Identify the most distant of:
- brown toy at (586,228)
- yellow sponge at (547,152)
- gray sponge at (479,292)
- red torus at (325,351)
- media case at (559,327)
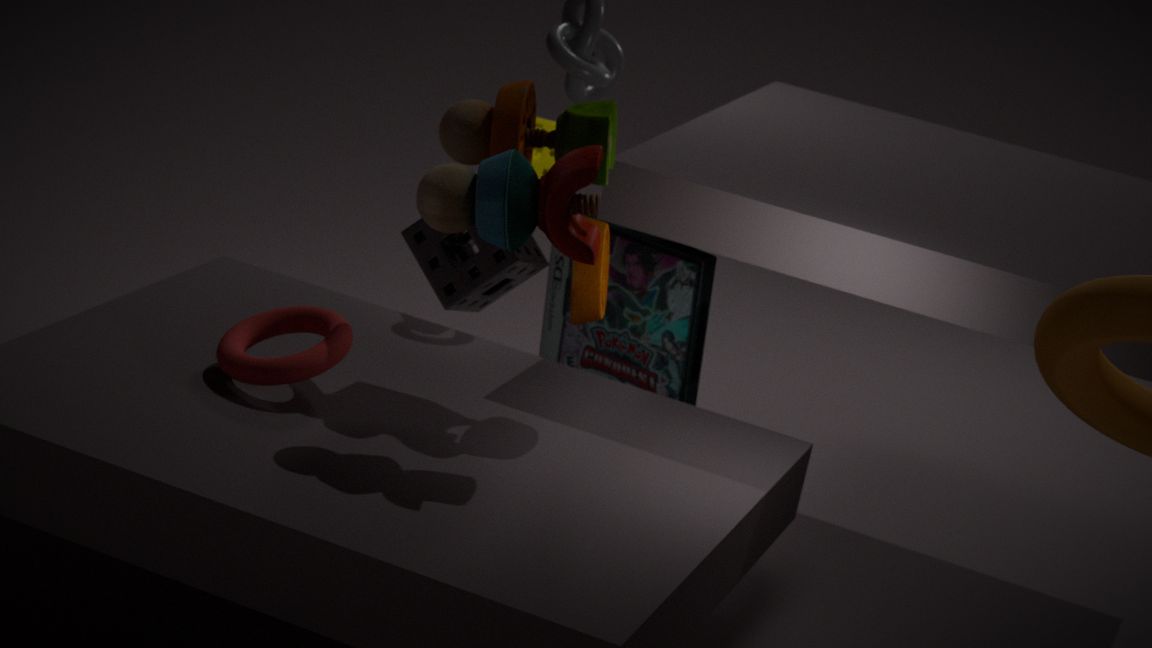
yellow sponge at (547,152)
